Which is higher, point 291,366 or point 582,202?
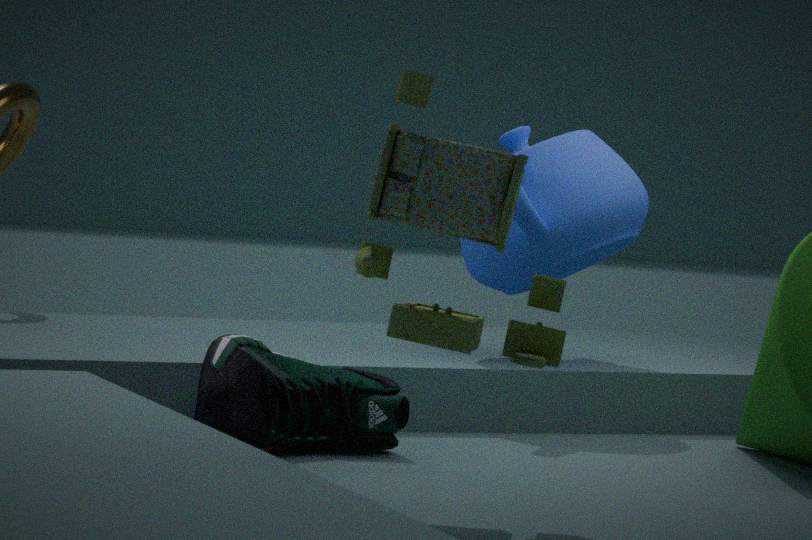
point 582,202
